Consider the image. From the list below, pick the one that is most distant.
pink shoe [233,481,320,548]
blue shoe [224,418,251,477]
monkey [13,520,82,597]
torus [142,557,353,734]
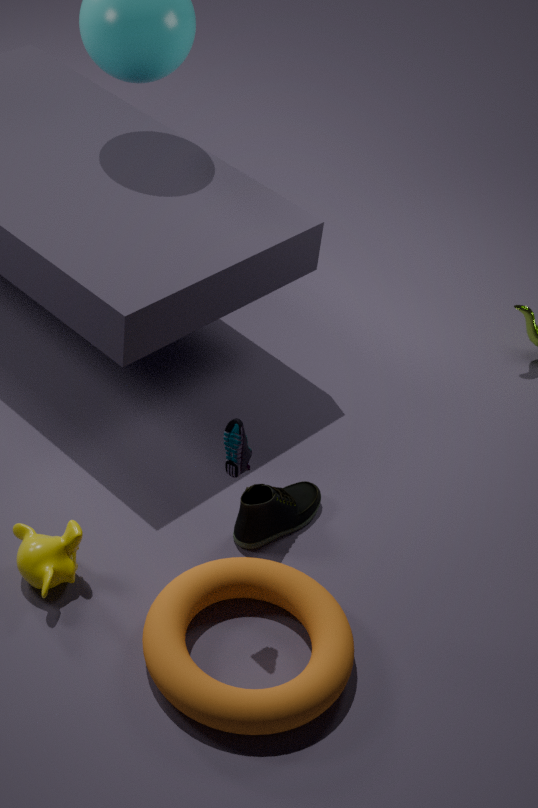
pink shoe [233,481,320,548]
